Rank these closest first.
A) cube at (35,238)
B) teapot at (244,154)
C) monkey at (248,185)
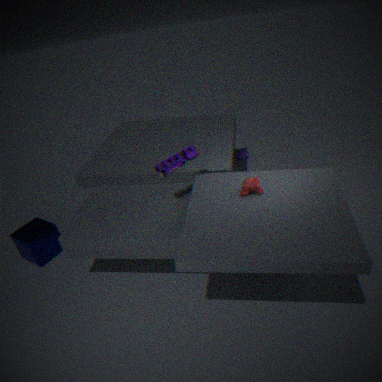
monkey at (248,185) < cube at (35,238) < teapot at (244,154)
